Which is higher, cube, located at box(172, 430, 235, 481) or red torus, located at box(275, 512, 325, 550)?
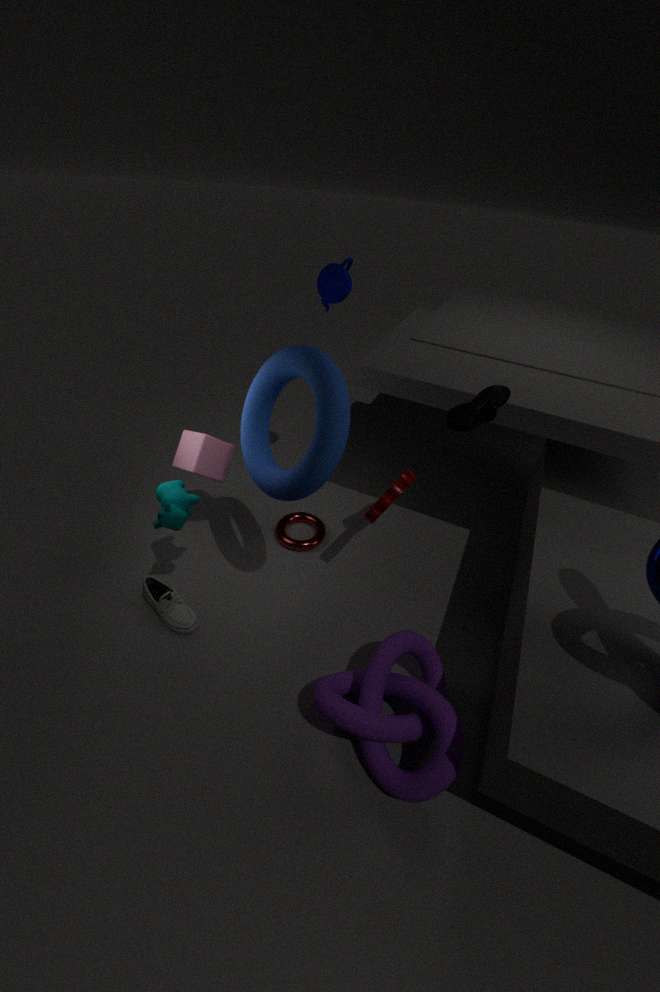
cube, located at box(172, 430, 235, 481)
